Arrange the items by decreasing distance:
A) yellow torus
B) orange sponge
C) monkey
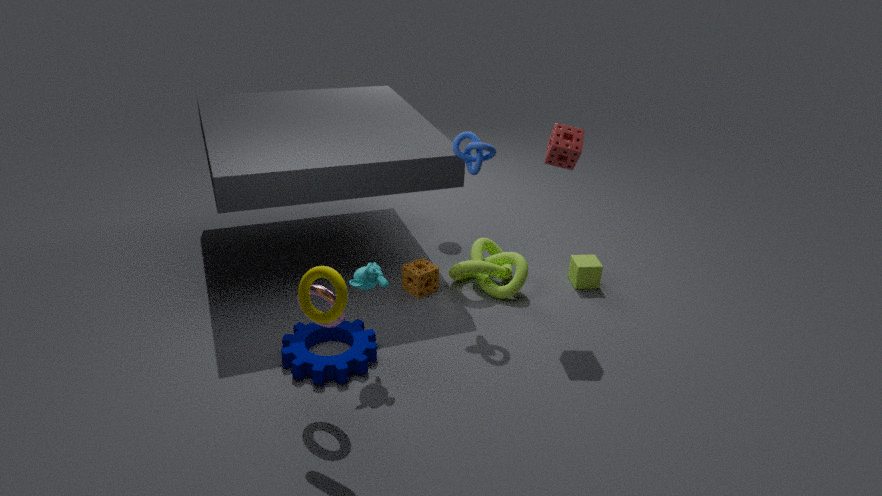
orange sponge → monkey → yellow torus
